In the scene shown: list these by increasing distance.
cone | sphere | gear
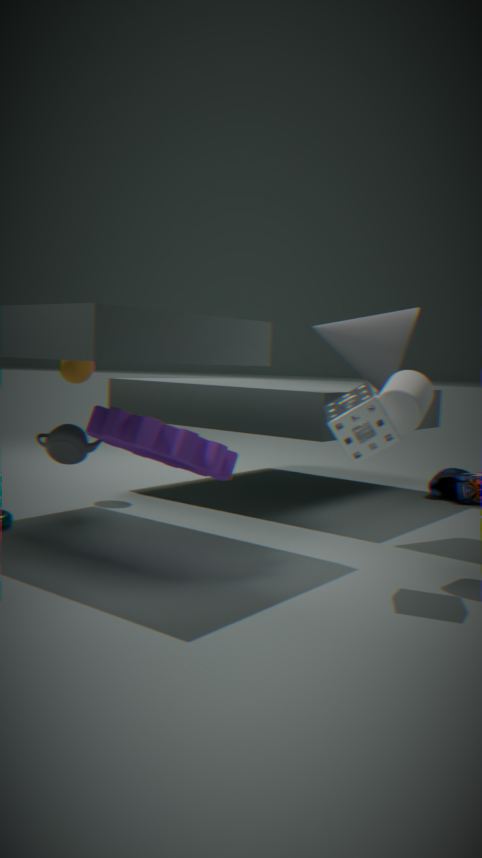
gear
cone
sphere
